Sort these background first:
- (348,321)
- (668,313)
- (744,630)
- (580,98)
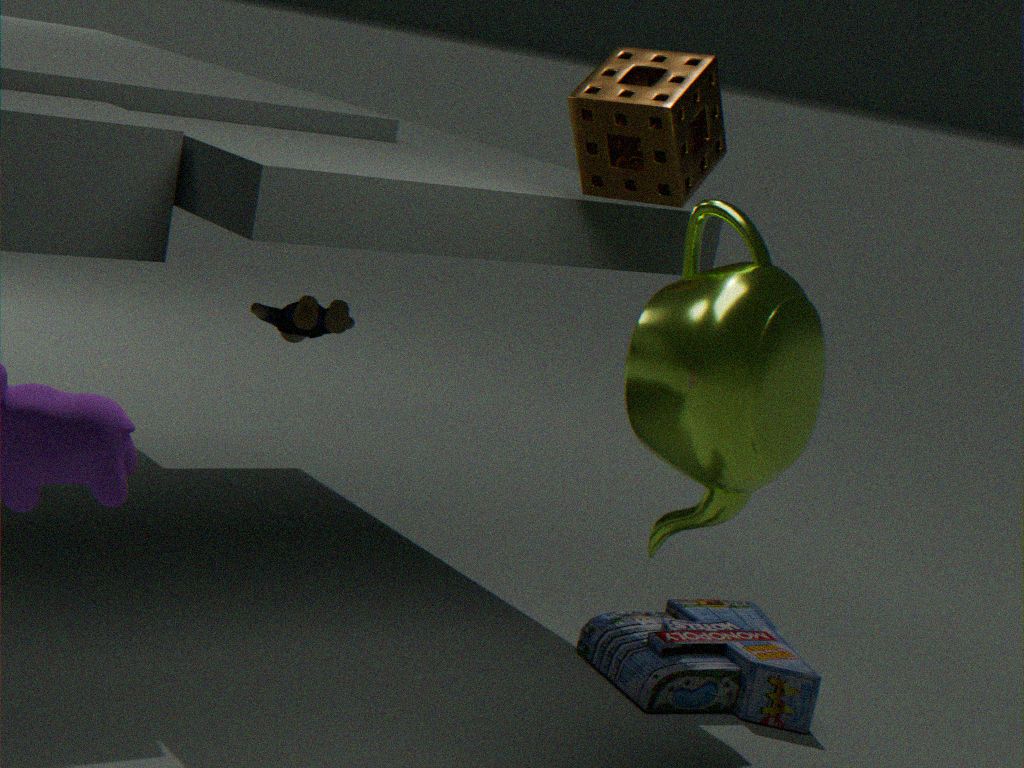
(744,630) < (348,321) < (580,98) < (668,313)
